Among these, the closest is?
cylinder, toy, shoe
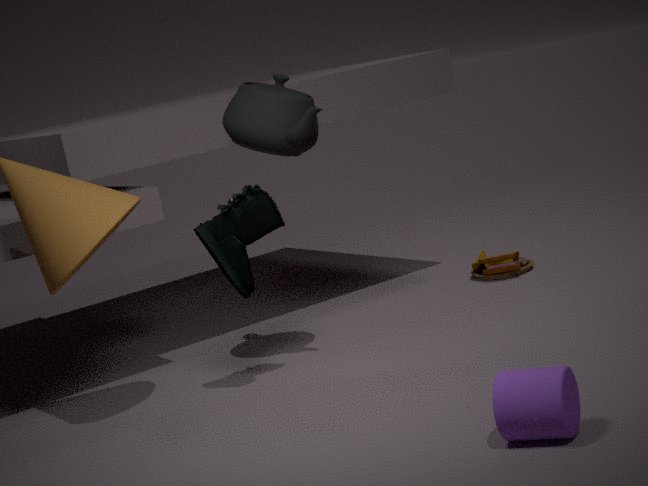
cylinder
